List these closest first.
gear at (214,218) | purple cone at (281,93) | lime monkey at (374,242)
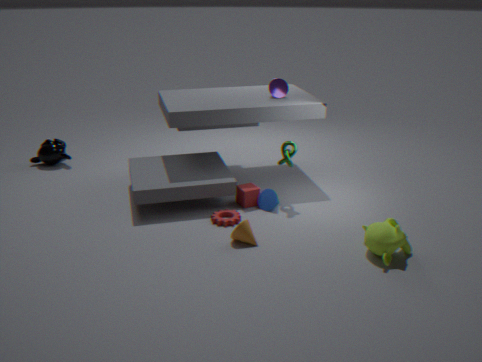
lime monkey at (374,242)
gear at (214,218)
purple cone at (281,93)
